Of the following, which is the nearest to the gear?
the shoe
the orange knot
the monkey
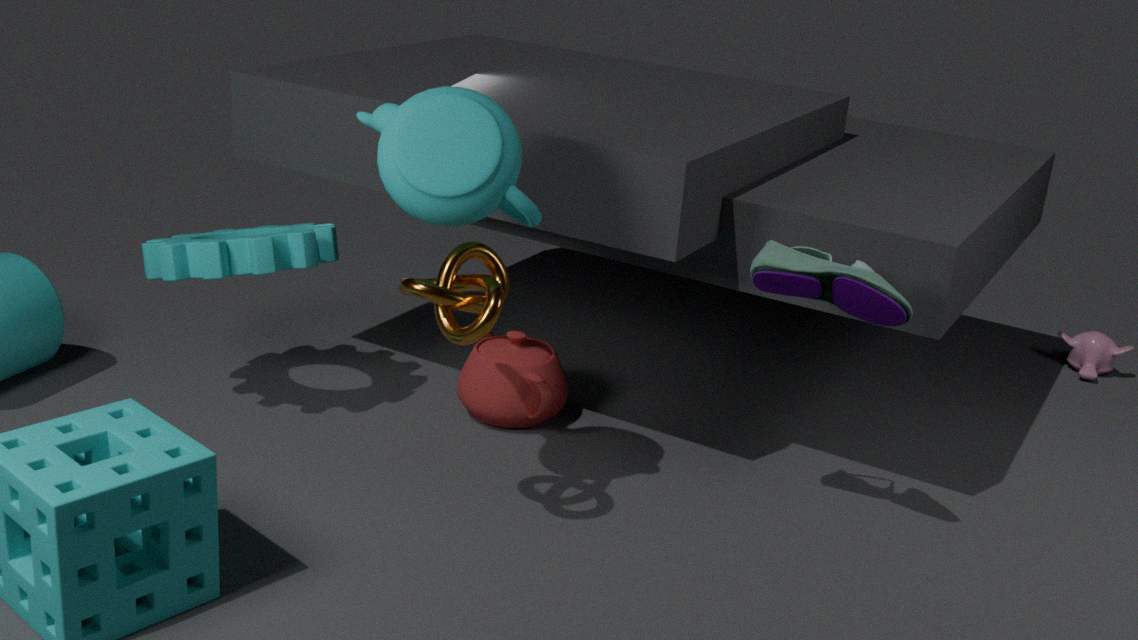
the orange knot
